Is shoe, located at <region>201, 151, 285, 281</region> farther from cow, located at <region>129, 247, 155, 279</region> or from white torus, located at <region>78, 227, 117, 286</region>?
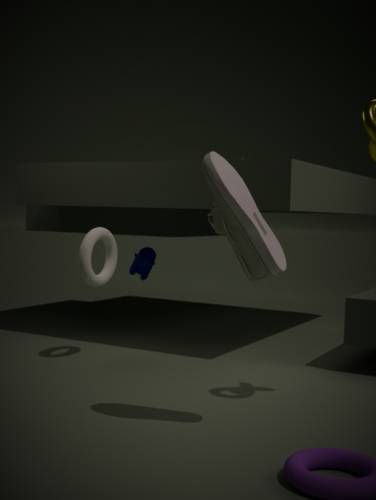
cow, located at <region>129, 247, 155, 279</region>
